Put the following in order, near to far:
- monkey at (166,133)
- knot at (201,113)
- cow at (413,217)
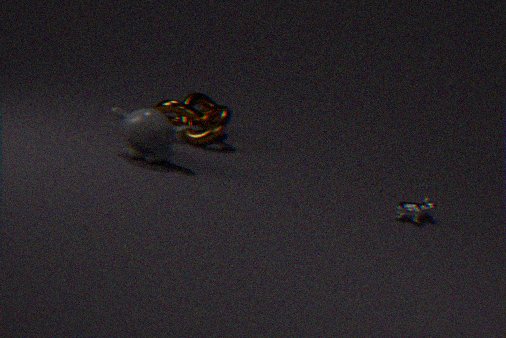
cow at (413,217) → monkey at (166,133) → knot at (201,113)
